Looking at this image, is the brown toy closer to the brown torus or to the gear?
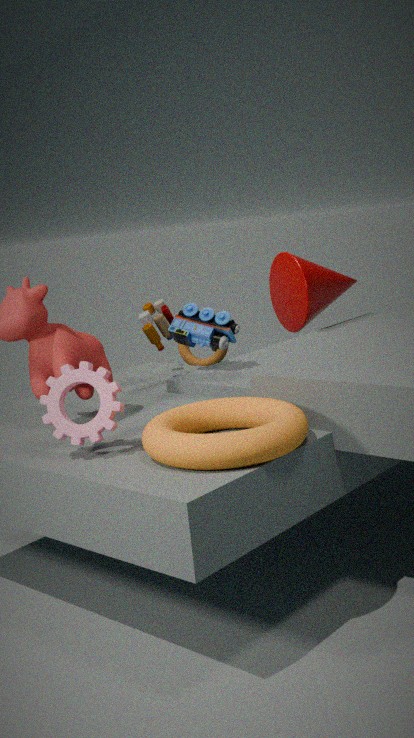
the brown torus
